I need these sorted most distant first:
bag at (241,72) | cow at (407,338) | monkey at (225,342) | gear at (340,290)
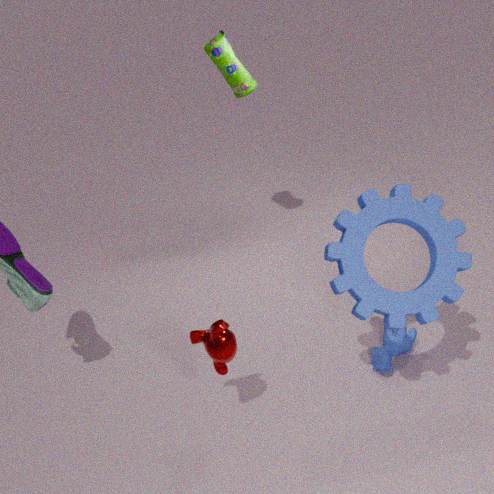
1. bag at (241,72)
2. cow at (407,338)
3. monkey at (225,342)
4. gear at (340,290)
